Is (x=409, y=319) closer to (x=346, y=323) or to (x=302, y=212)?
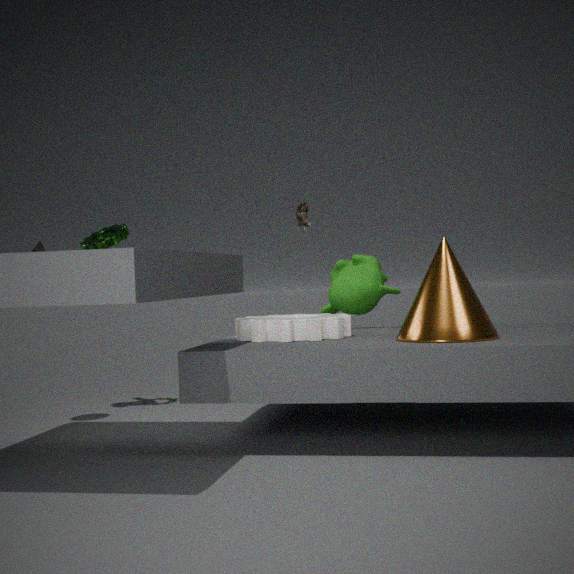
(x=346, y=323)
